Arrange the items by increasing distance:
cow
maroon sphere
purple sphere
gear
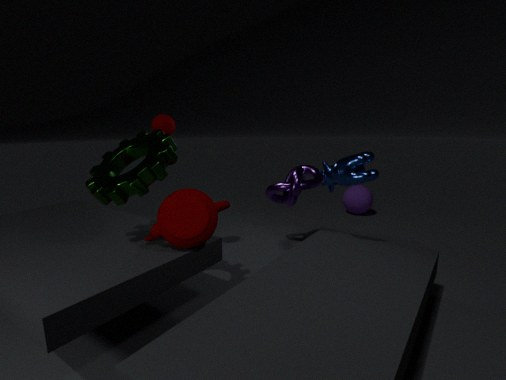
gear → cow → maroon sphere → purple sphere
